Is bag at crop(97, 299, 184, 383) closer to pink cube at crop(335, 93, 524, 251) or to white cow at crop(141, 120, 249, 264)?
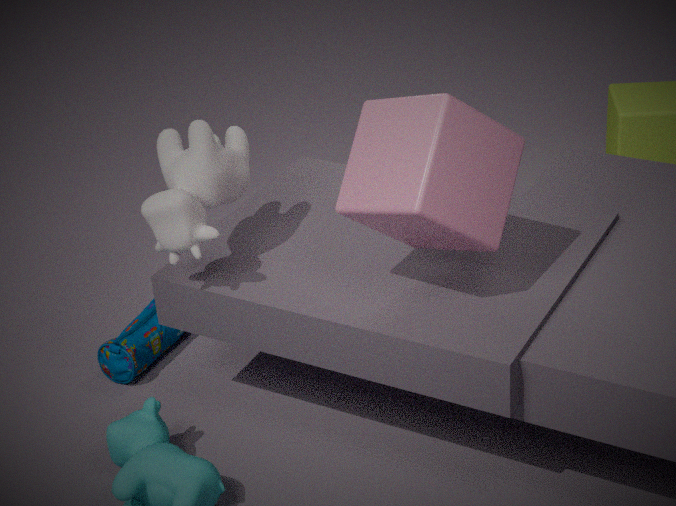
white cow at crop(141, 120, 249, 264)
